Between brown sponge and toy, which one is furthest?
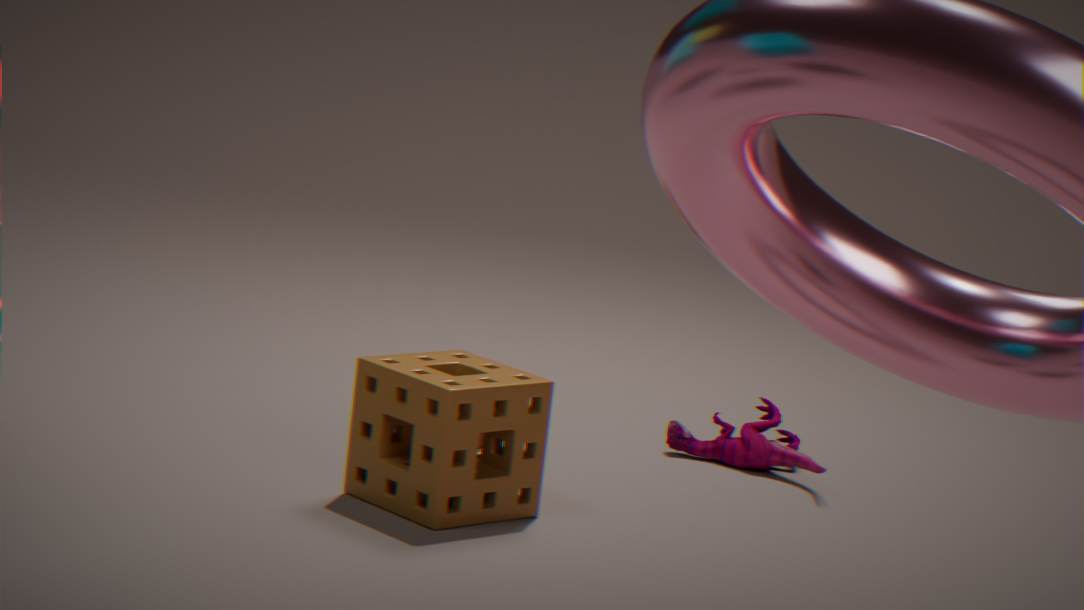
toy
